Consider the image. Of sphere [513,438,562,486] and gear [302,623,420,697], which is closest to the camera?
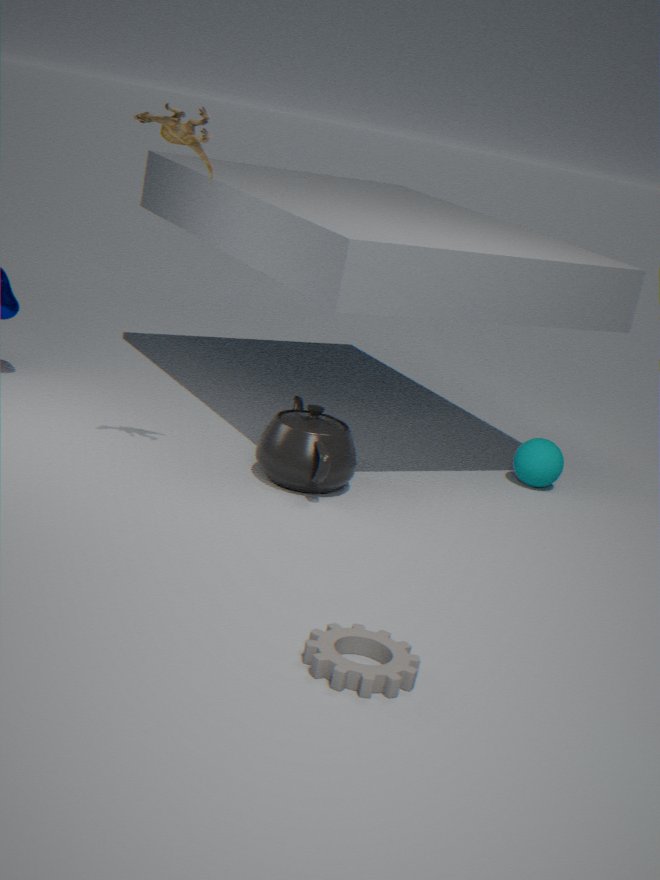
gear [302,623,420,697]
